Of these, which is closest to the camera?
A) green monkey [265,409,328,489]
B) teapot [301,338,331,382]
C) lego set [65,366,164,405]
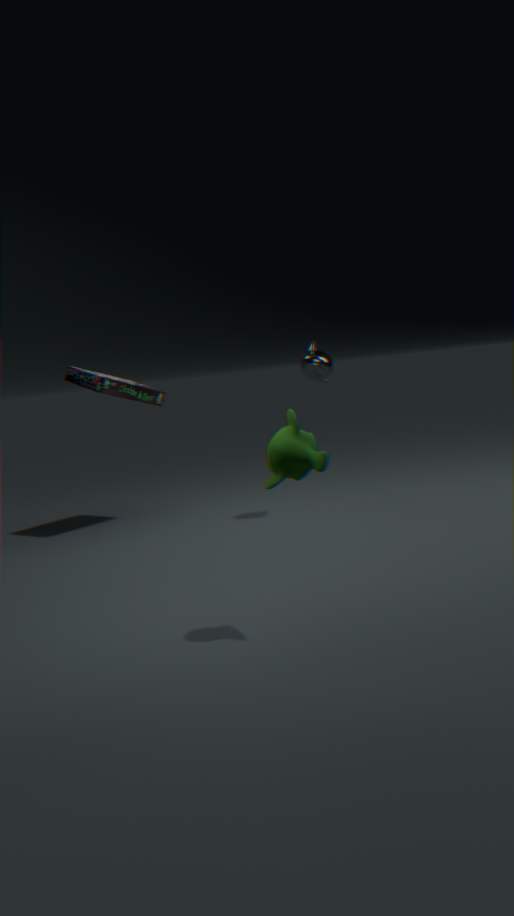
green monkey [265,409,328,489]
